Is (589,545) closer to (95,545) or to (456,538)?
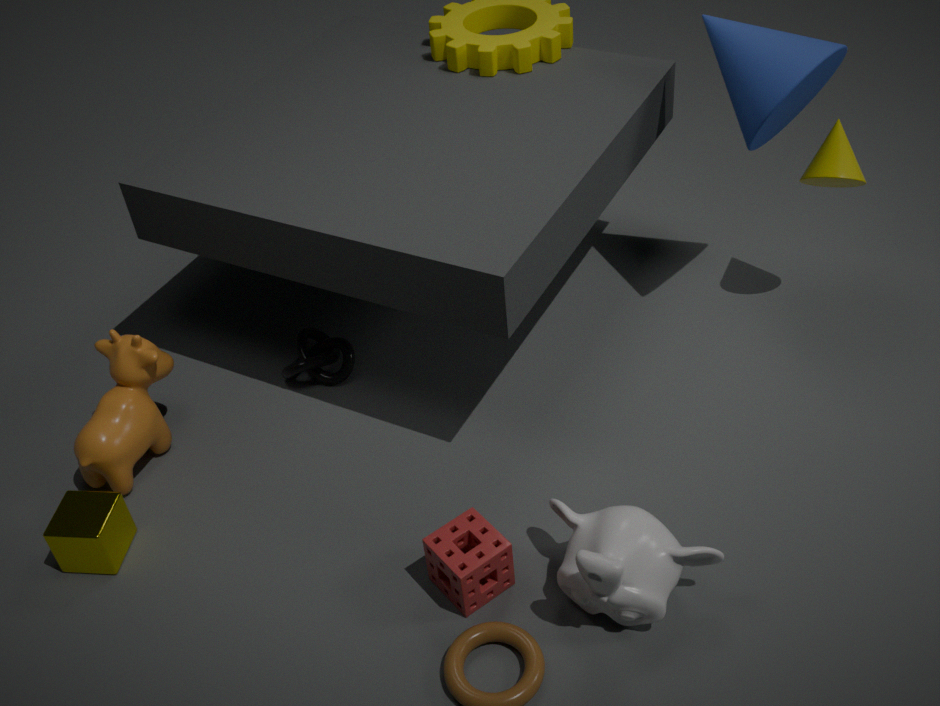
(456,538)
